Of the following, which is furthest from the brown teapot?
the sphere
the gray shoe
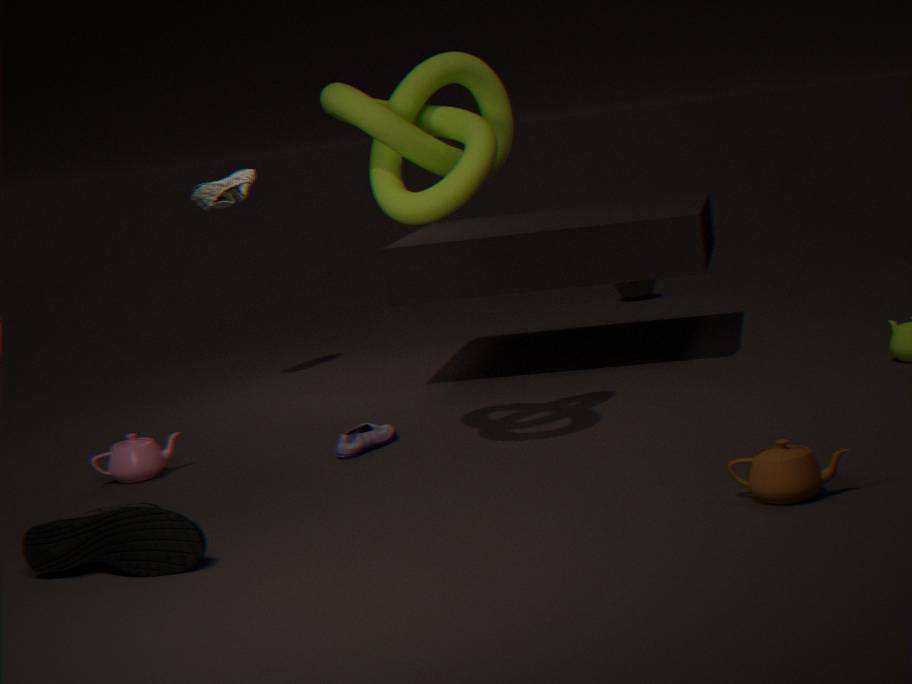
the sphere
